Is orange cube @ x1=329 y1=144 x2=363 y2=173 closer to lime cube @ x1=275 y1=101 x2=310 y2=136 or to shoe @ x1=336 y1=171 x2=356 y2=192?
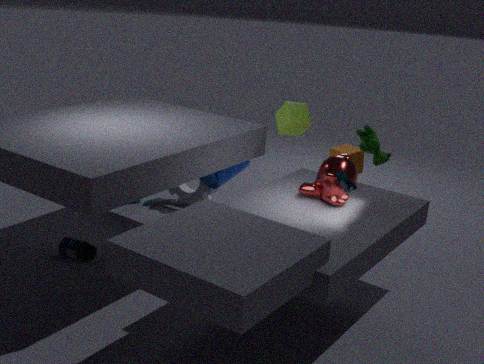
lime cube @ x1=275 y1=101 x2=310 y2=136
